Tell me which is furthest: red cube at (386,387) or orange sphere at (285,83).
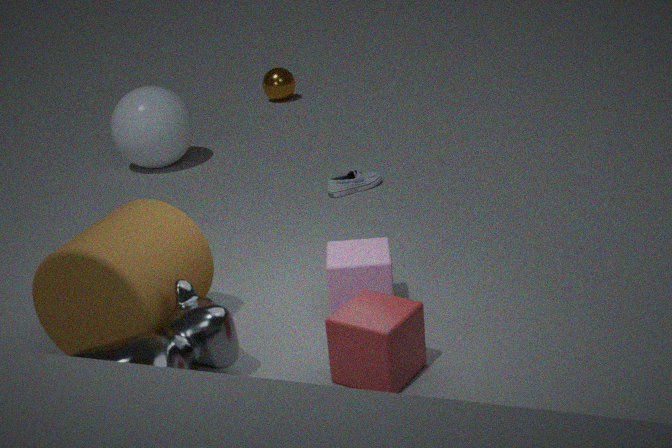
orange sphere at (285,83)
